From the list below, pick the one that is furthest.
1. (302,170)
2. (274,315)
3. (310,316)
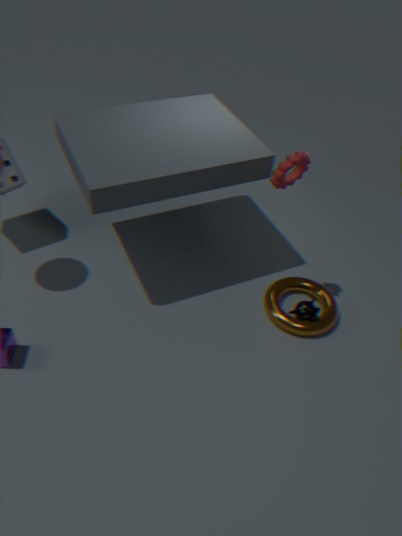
(310,316)
